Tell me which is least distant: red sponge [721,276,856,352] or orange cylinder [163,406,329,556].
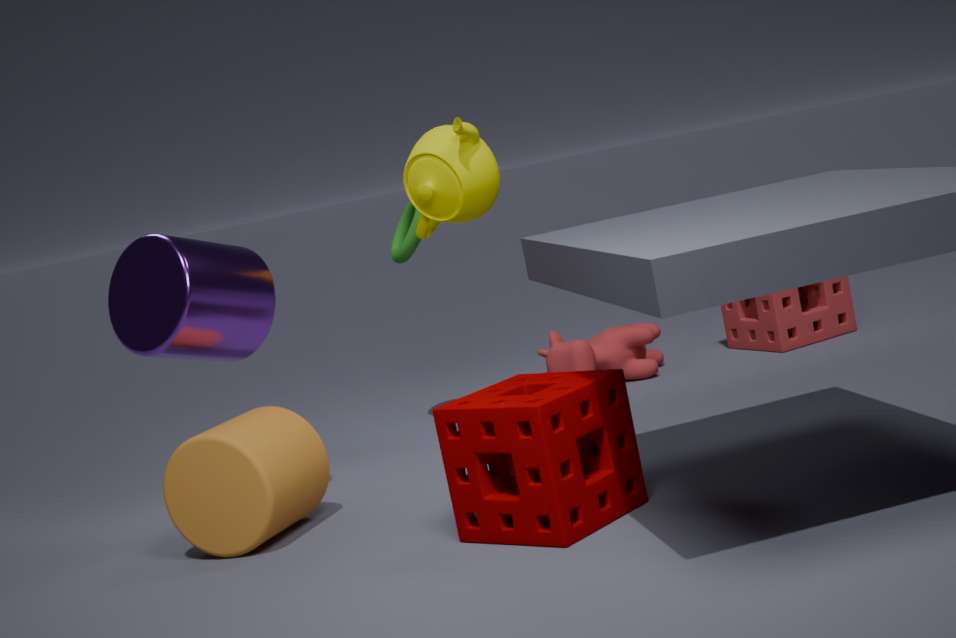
orange cylinder [163,406,329,556]
